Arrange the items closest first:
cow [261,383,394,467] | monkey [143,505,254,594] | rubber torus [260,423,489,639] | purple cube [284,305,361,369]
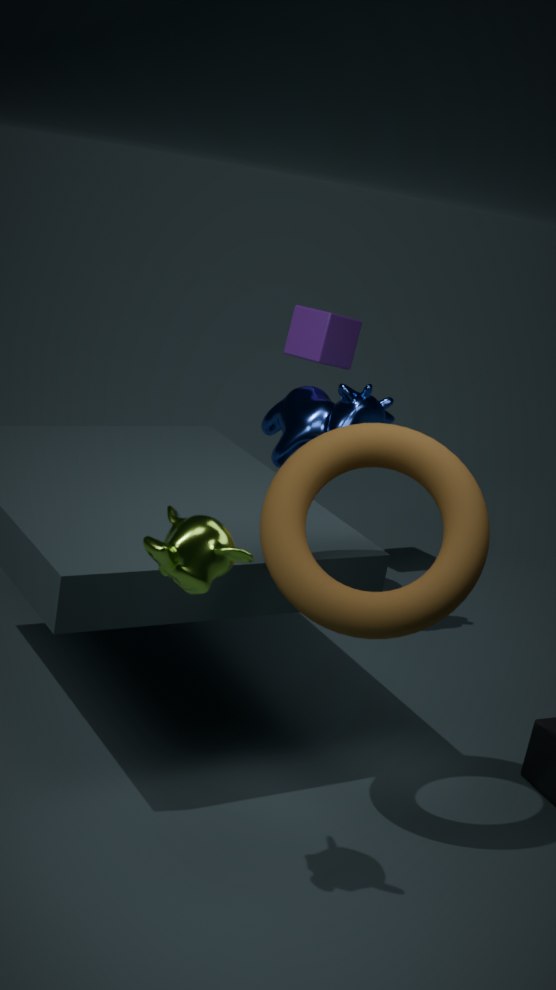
1. monkey [143,505,254,594]
2. rubber torus [260,423,489,639]
3. cow [261,383,394,467]
4. purple cube [284,305,361,369]
